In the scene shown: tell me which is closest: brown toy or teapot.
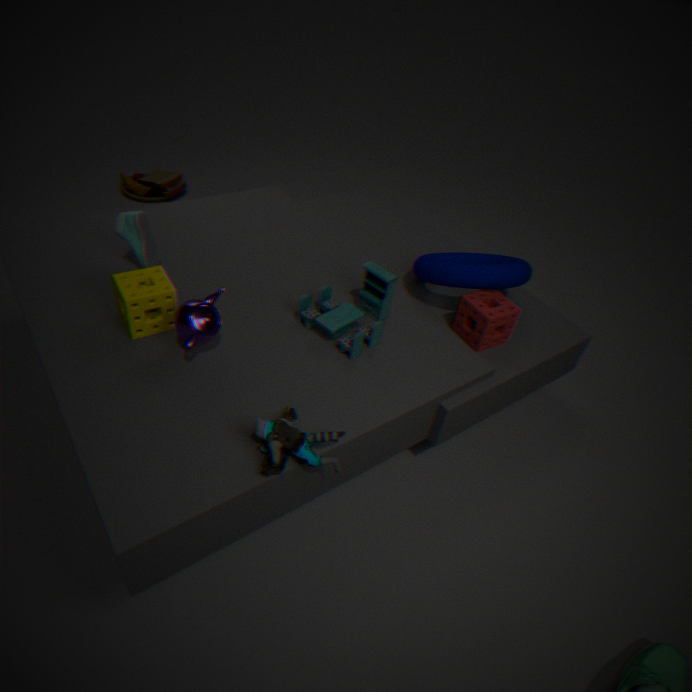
teapot
